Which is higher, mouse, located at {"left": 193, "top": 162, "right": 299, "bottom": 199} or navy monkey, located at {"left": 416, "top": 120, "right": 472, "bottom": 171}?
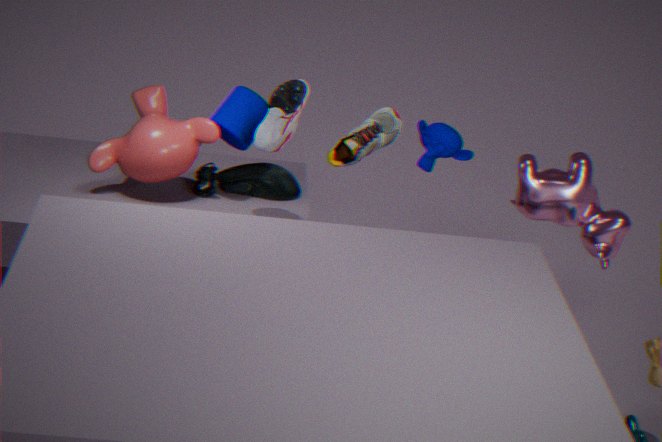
navy monkey, located at {"left": 416, "top": 120, "right": 472, "bottom": 171}
